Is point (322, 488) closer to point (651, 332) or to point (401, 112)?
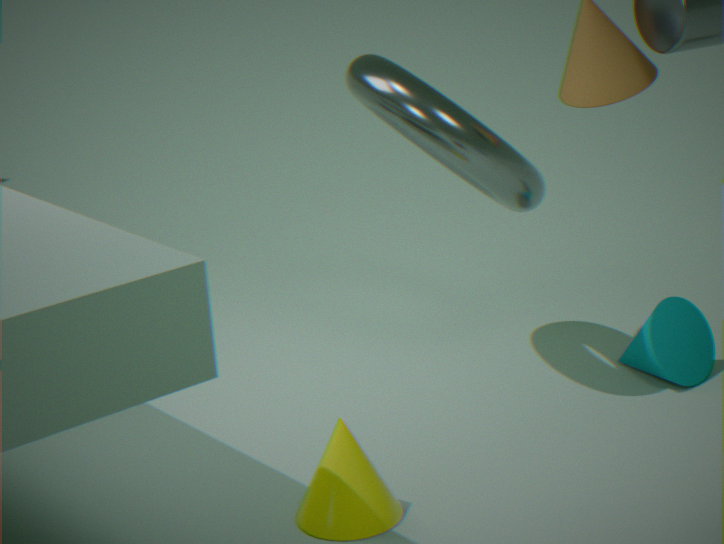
point (401, 112)
